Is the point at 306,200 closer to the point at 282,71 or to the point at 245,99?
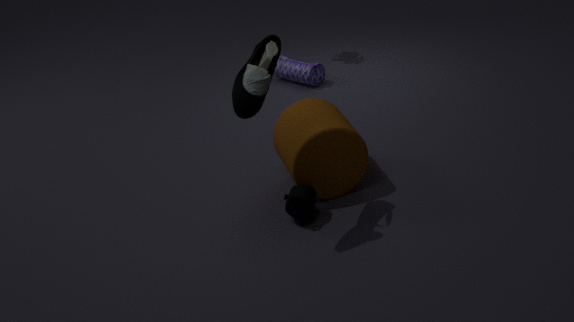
the point at 245,99
